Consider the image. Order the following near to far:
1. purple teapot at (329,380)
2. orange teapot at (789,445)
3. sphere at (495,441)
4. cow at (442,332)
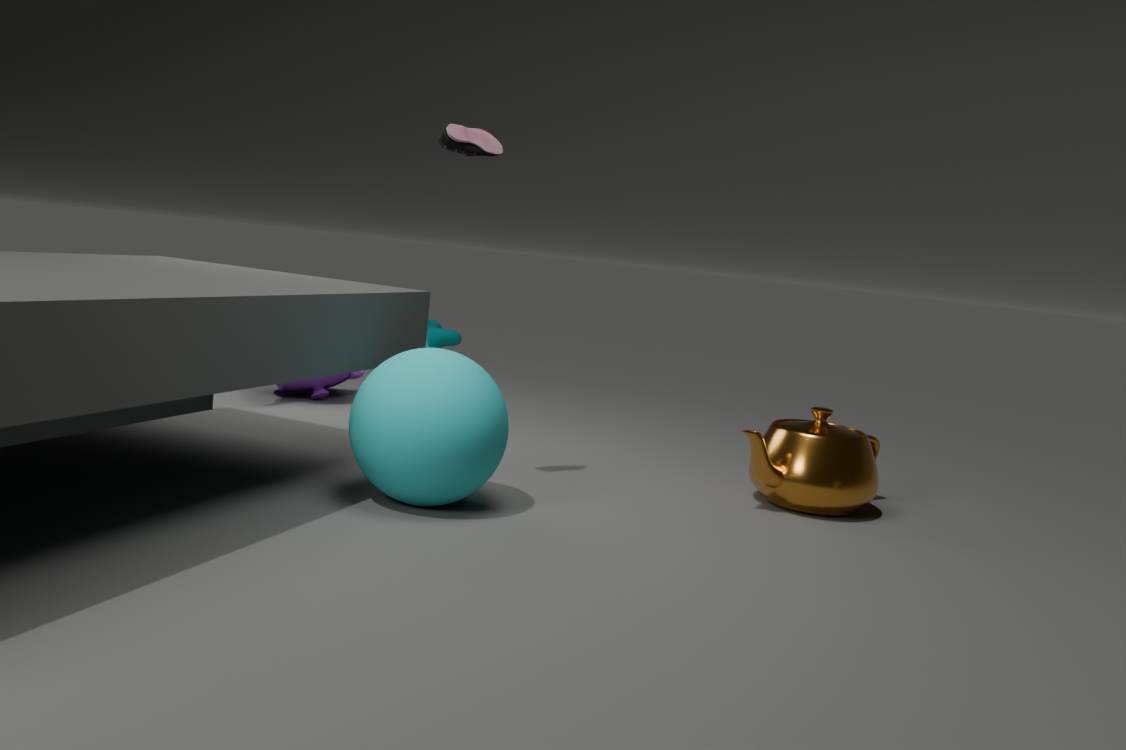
sphere at (495,441) < orange teapot at (789,445) < purple teapot at (329,380) < cow at (442,332)
